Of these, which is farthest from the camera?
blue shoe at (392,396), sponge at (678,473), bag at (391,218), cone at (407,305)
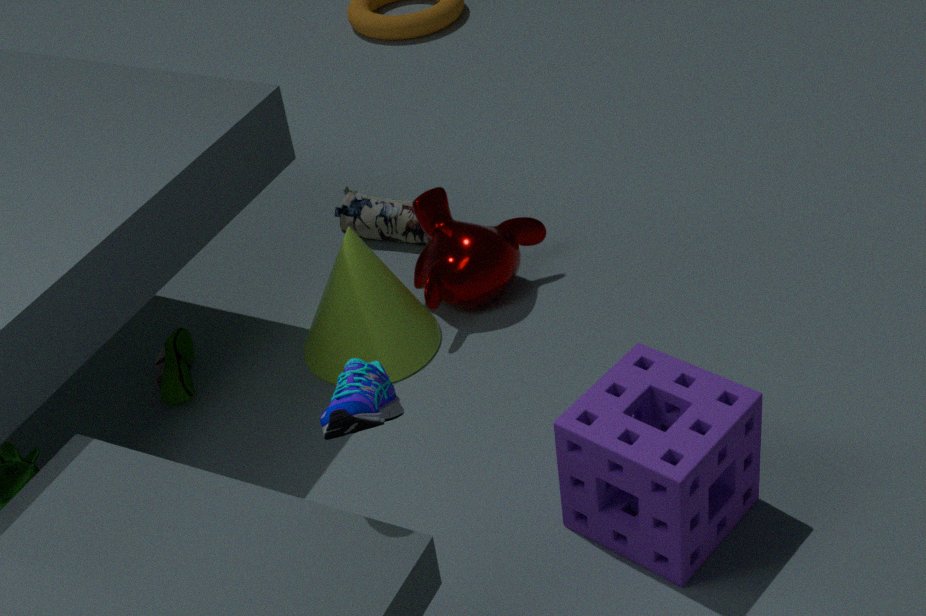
bag at (391,218)
